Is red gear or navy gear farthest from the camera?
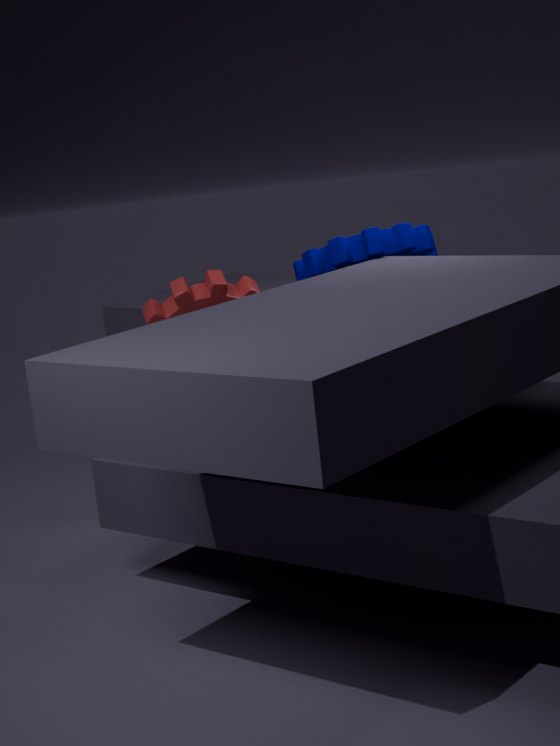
navy gear
